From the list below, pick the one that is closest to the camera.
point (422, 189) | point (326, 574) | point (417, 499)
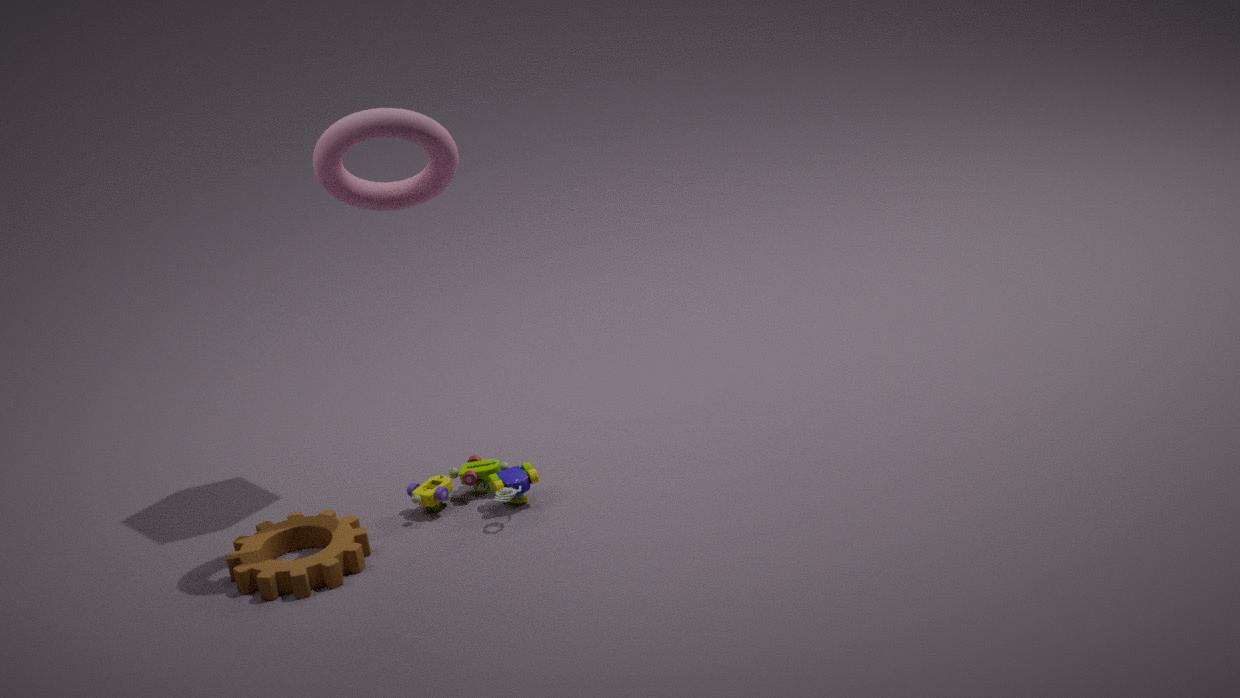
point (422, 189)
